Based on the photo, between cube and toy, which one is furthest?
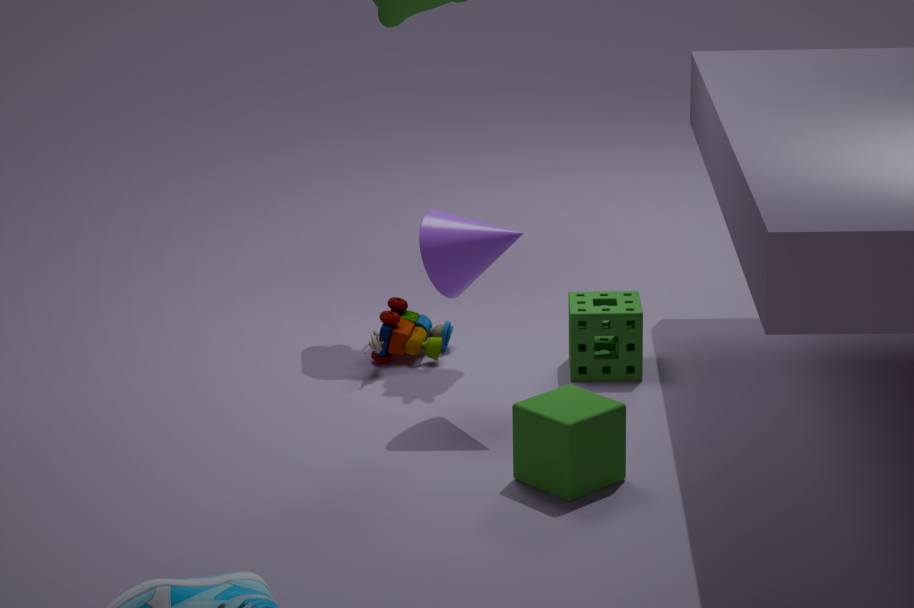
toy
